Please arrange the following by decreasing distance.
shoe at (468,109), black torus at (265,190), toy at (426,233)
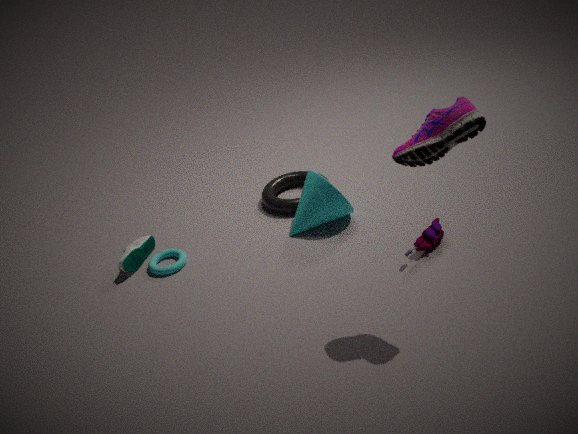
black torus at (265,190)
toy at (426,233)
shoe at (468,109)
